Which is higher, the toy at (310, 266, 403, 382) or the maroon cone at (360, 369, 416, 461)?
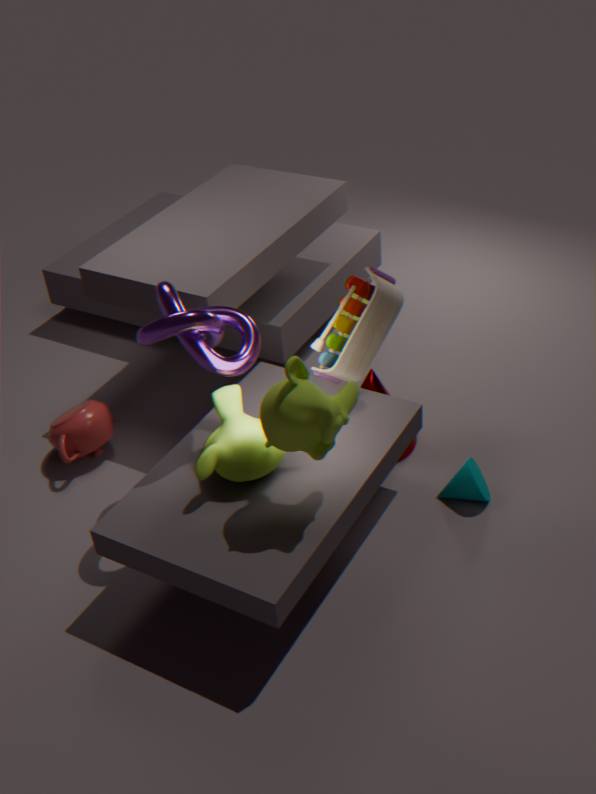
the toy at (310, 266, 403, 382)
